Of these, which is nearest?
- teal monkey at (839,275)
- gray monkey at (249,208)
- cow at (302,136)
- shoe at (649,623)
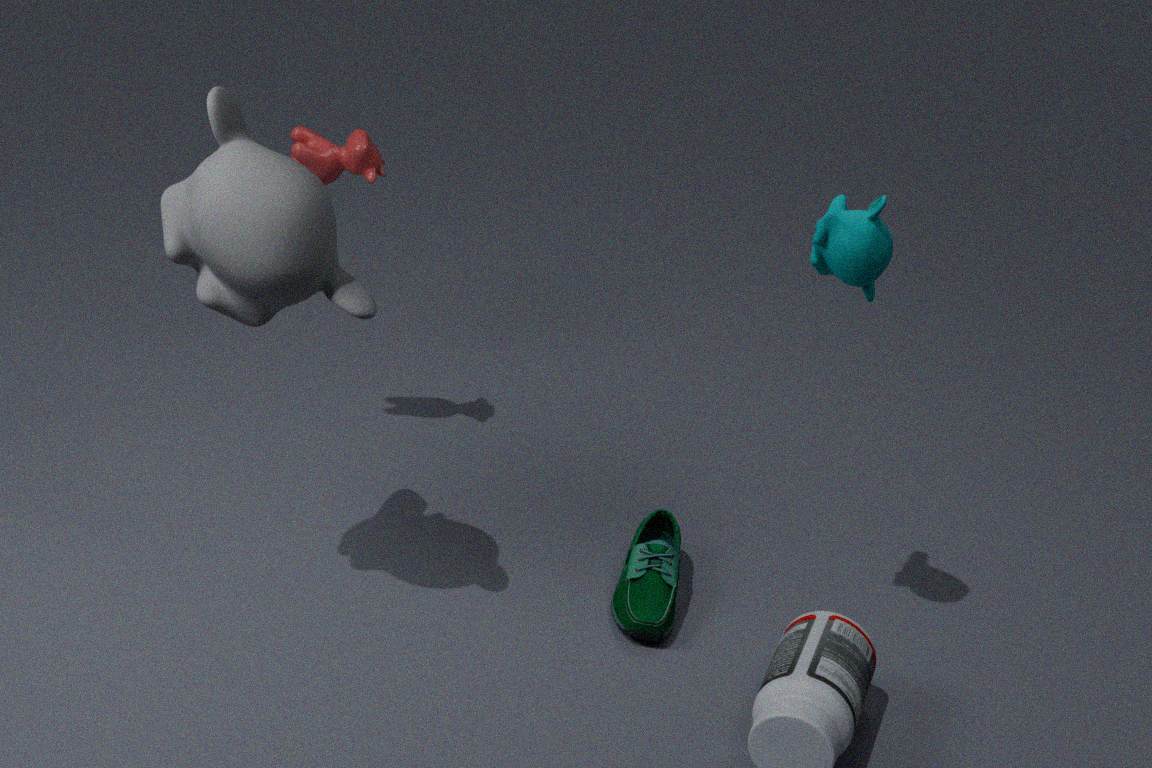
gray monkey at (249,208)
